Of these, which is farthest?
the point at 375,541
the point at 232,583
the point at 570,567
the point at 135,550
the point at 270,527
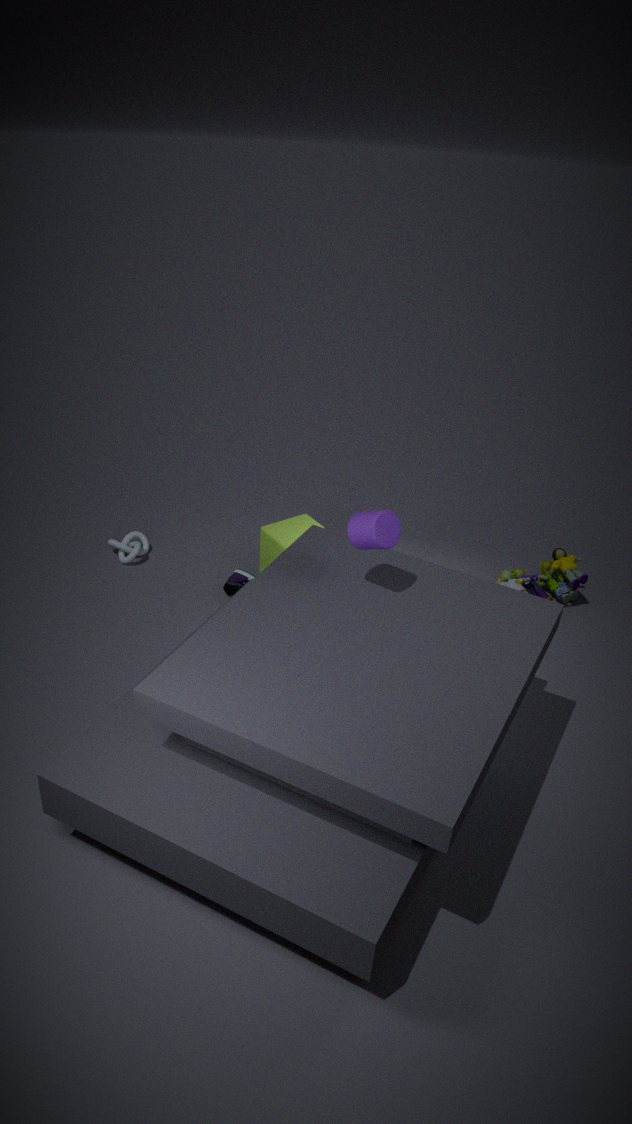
the point at 135,550
